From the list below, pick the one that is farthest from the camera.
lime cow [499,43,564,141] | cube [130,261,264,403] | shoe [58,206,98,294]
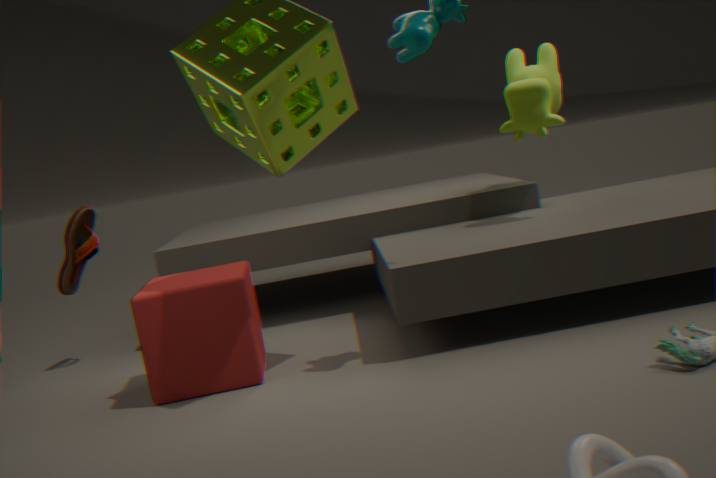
shoe [58,206,98,294]
